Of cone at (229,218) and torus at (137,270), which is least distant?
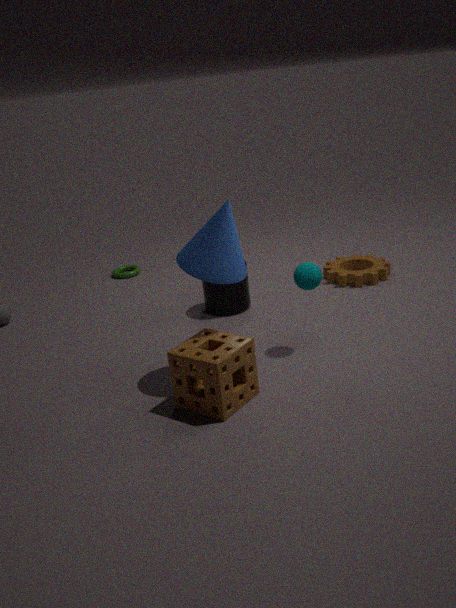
cone at (229,218)
